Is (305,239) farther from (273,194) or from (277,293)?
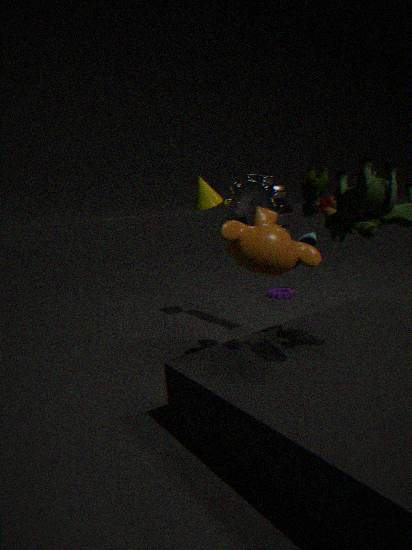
(277,293)
